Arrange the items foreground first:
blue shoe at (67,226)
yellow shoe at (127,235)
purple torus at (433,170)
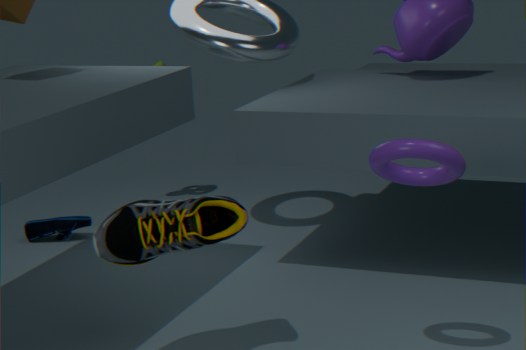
purple torus at (433,170)
yellow shoe at (127,235)
blue shoe at (67,226)
